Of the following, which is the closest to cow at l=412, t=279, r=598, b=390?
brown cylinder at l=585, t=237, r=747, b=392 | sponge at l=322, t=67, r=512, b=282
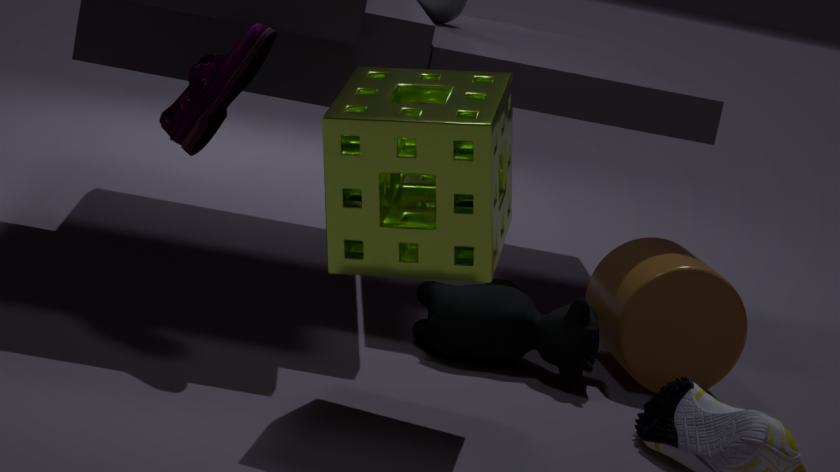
brown cylinder at l=585, t=237, r=747, b=392
